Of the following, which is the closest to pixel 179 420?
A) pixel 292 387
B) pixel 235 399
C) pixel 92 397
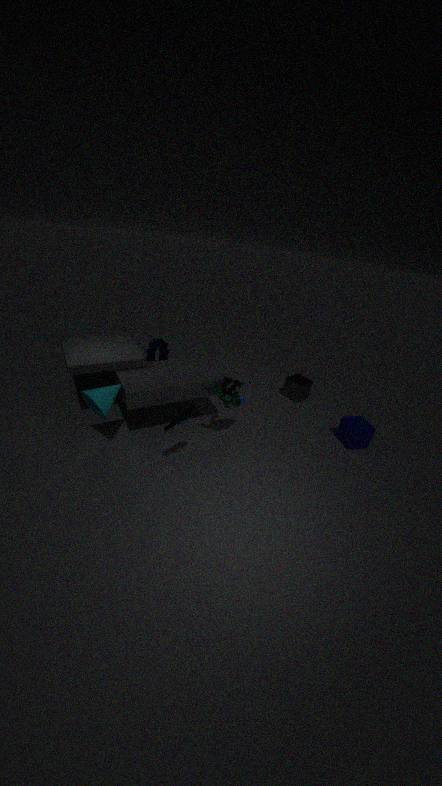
pixel 235 399
